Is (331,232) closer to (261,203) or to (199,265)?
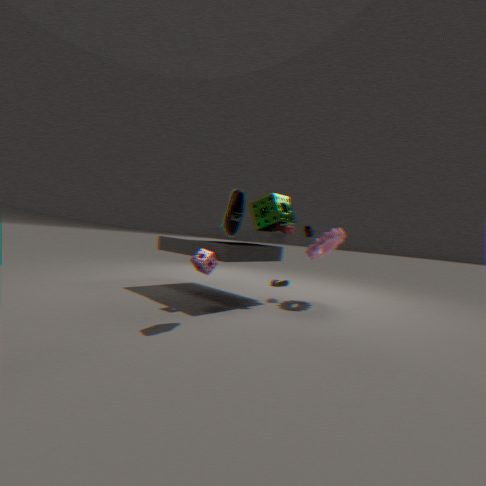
(261,203)
